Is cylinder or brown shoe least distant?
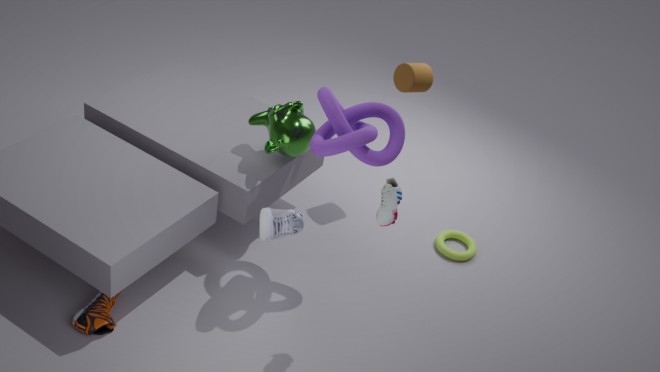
brown shoe
